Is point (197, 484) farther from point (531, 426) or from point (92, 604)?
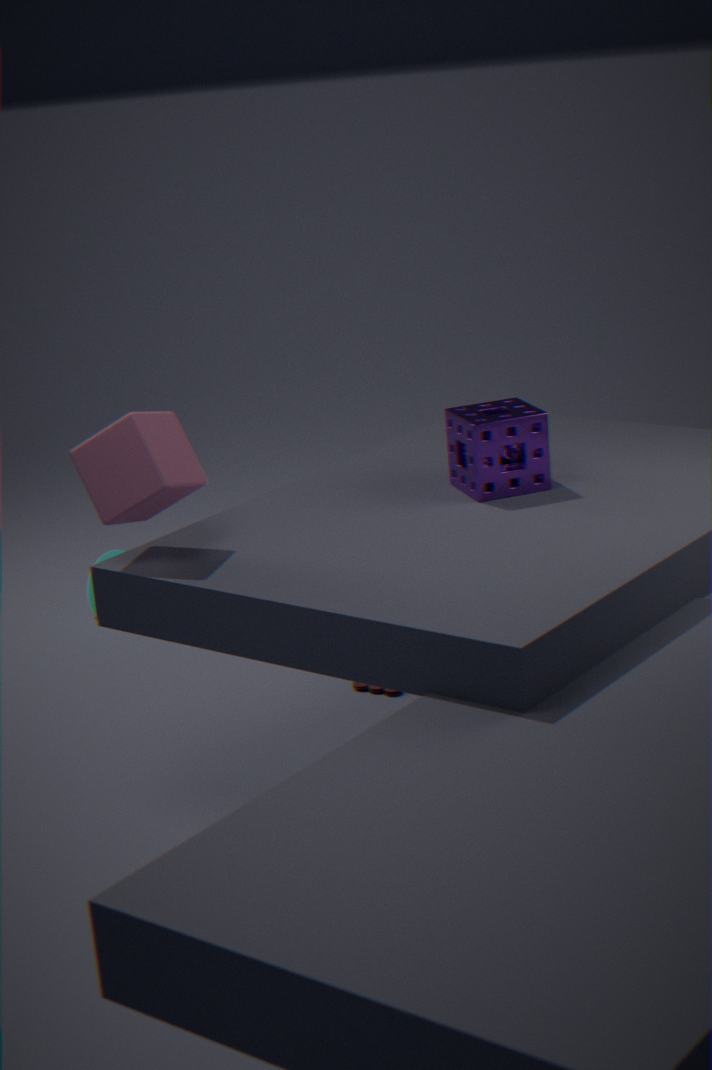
point (92, 604)
